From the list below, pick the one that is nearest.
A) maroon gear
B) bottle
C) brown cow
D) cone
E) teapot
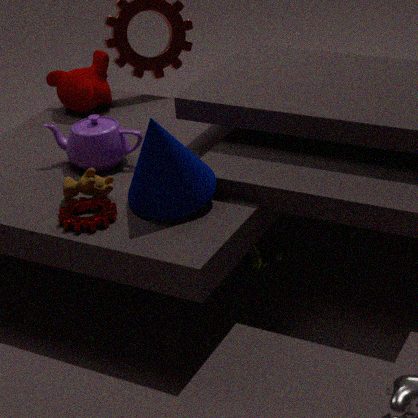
cone
